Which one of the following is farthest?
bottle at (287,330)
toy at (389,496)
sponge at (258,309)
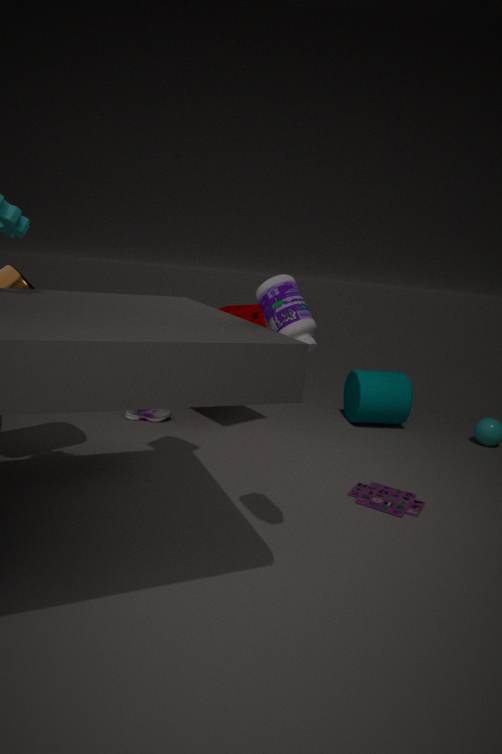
sponge at (258,309)
